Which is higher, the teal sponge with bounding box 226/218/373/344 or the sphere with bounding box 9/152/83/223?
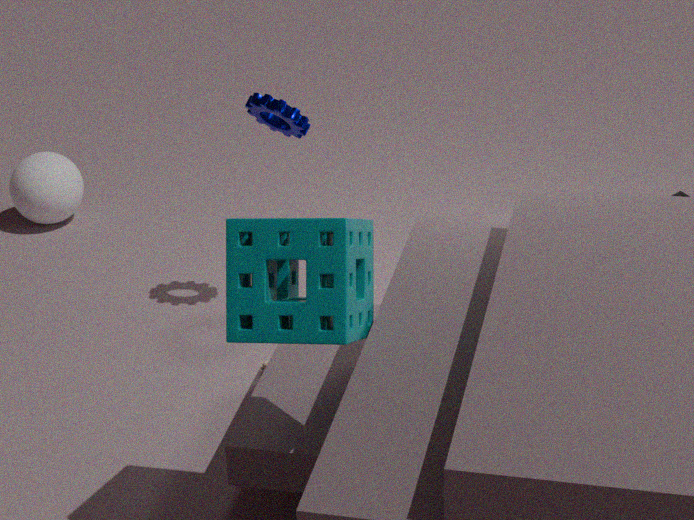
the teal sponge with bounding box 226/218/373/344
